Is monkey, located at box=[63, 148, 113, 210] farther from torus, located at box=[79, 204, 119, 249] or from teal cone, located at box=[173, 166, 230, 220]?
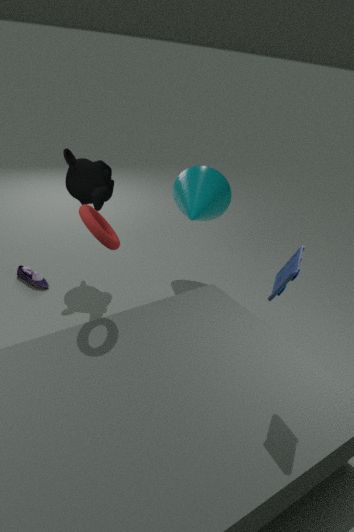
torus, located at box=[79, 204, 119, 249]
